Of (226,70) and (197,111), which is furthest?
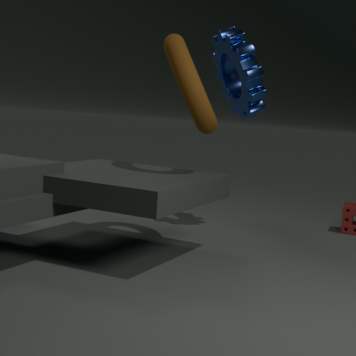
(226,70)
